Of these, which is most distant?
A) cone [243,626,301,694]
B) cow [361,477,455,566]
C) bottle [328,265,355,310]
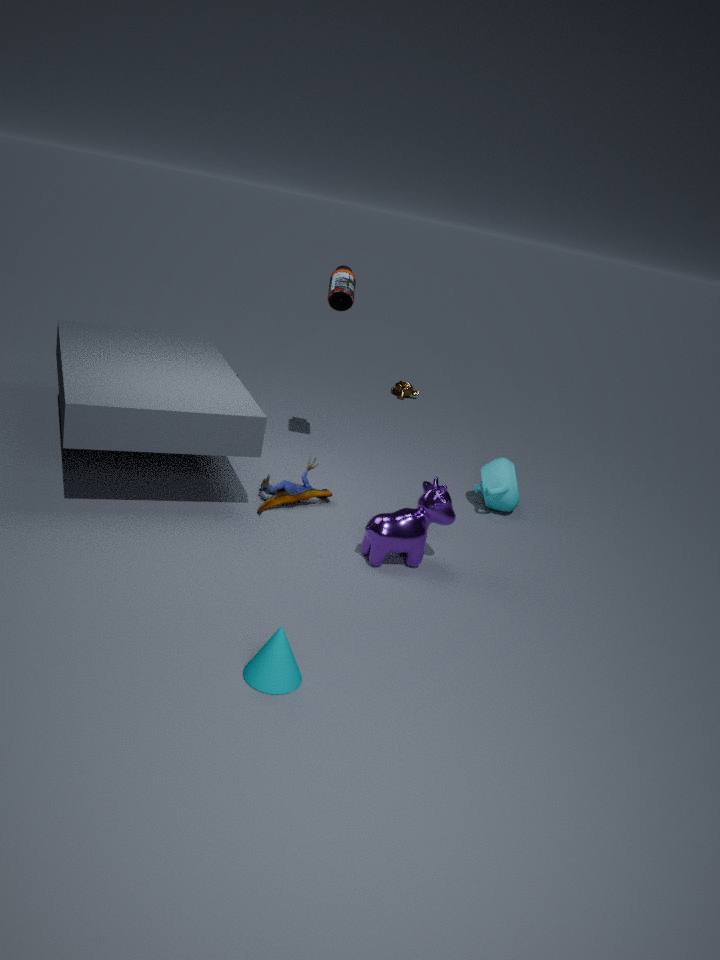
bottle [328,265,355,310]
